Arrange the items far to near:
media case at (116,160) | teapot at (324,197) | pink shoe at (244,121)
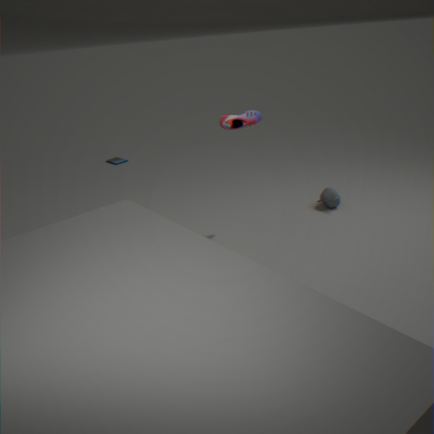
media case at (116,160) → teapot at (324,197) → pink shoe at (244,121)
